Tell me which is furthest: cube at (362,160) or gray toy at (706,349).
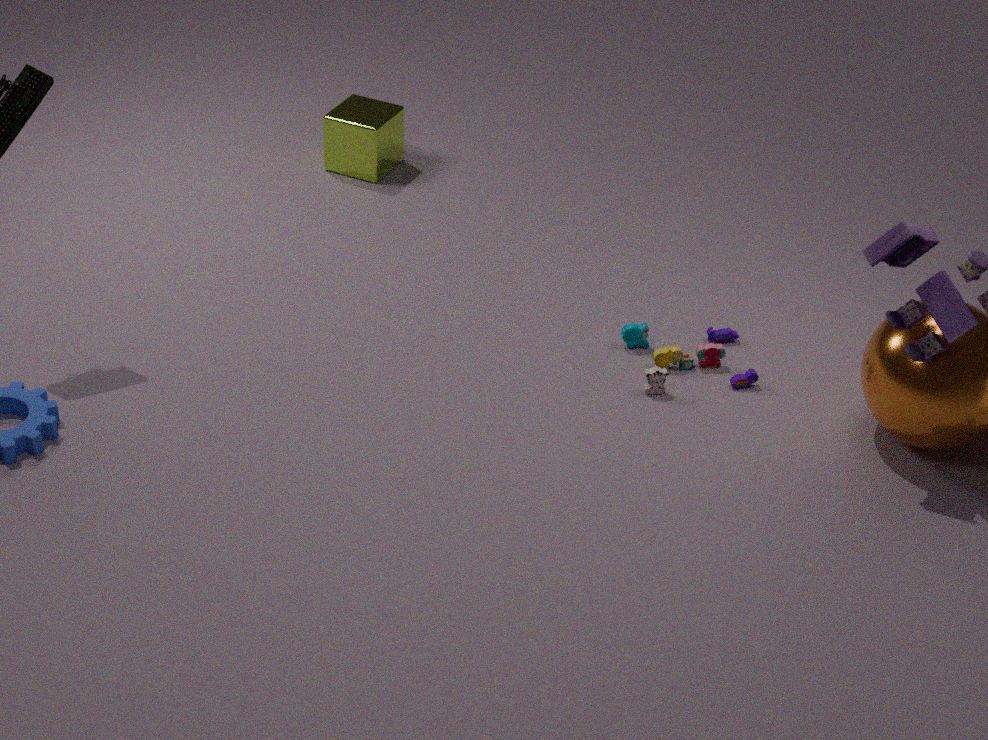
cube at (362,160)
